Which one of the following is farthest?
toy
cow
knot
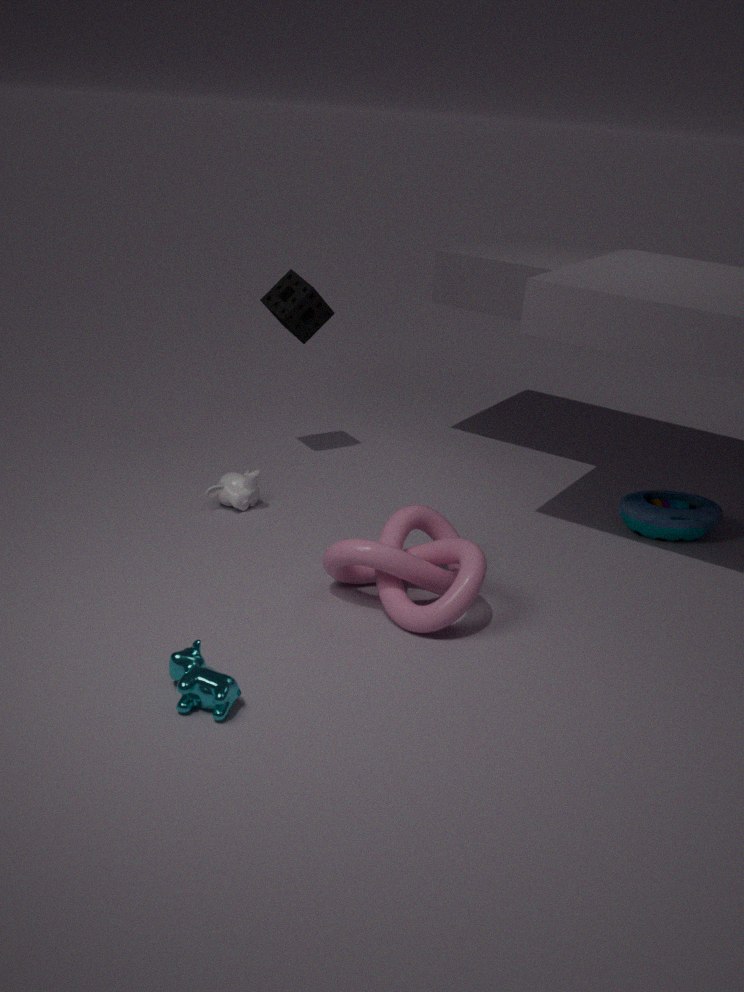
toy
